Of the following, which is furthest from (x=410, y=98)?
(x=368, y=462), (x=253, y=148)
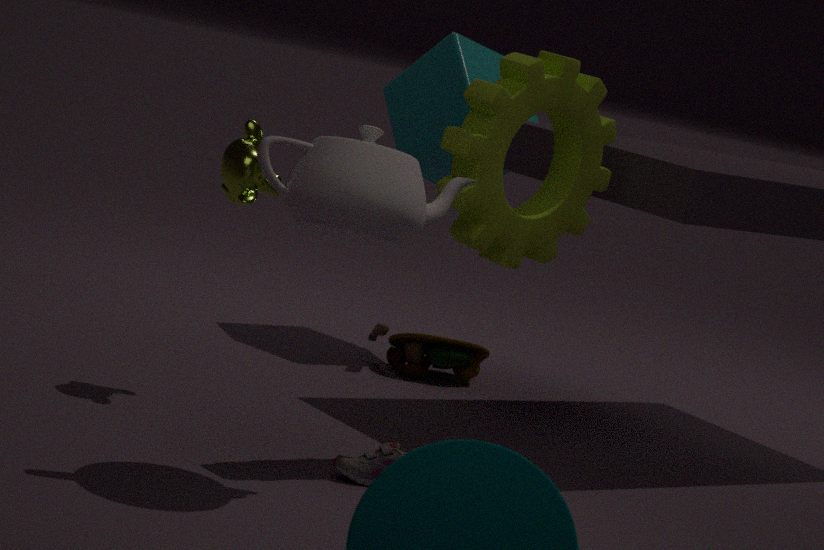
(x=368, y=462)
